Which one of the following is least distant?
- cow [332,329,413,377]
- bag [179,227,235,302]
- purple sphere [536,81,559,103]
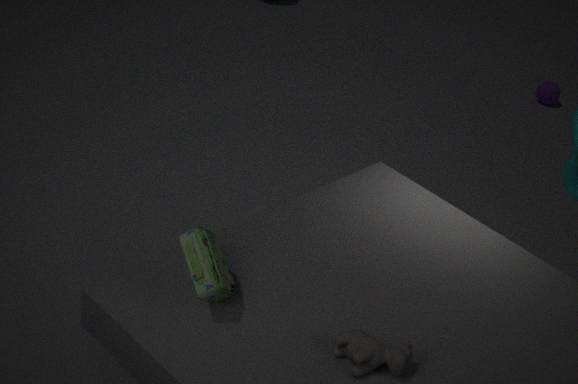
cow [332,329,413,377]
